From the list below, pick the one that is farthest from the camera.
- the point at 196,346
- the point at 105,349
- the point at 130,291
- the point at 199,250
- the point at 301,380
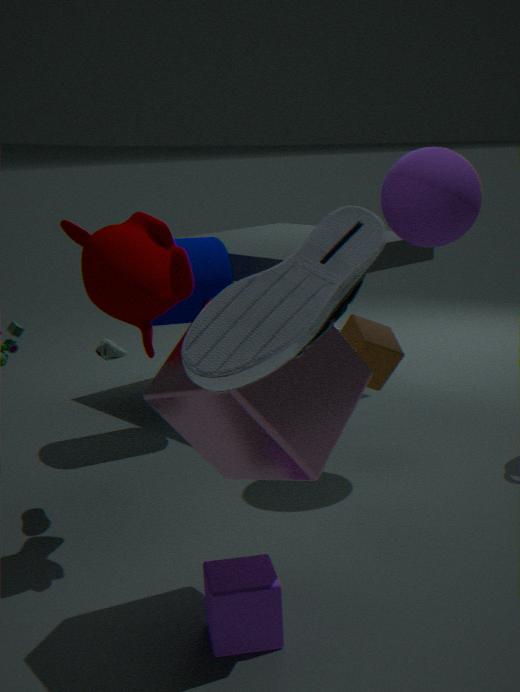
the point at 199,250
